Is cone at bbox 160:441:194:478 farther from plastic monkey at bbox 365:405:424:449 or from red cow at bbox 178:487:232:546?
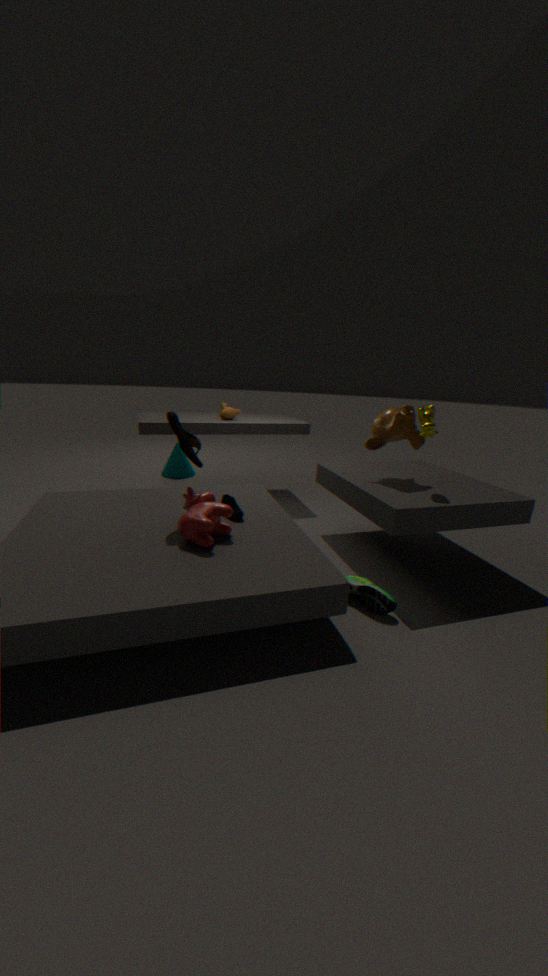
plastic monkey at bbox 365:405:424:449
